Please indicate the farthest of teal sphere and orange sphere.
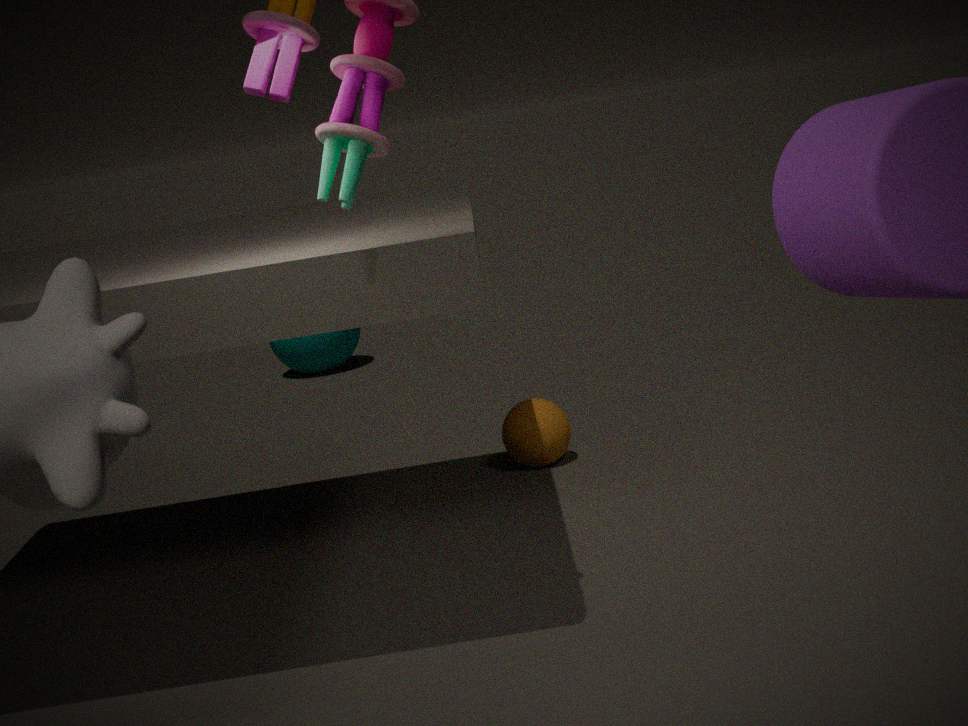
teal sphere
